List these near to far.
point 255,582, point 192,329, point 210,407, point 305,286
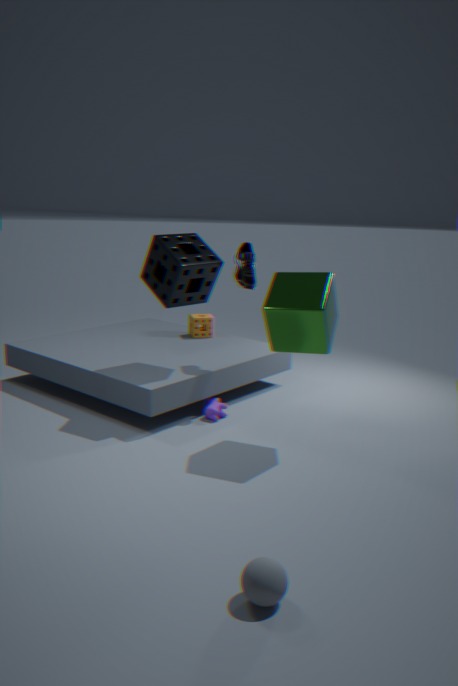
point 255,582, point 305,286, point 210,407, point 192,329
